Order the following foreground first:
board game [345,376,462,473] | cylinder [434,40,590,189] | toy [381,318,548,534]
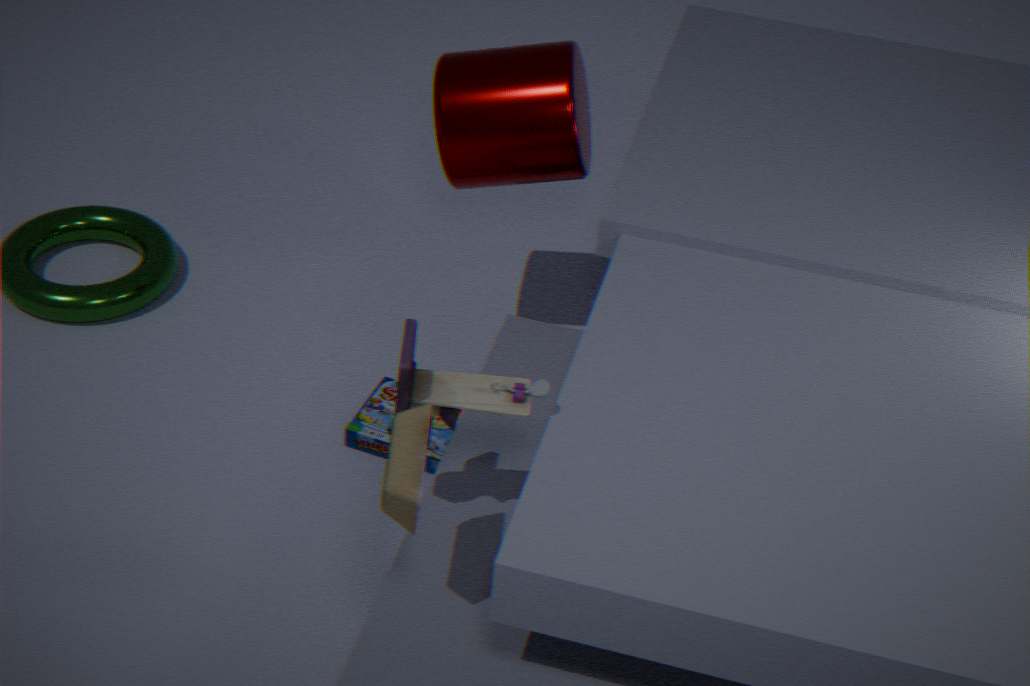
toy [381,318,548,534] → cylinder [434,40,590,189] → board game [345,376,462,473]
